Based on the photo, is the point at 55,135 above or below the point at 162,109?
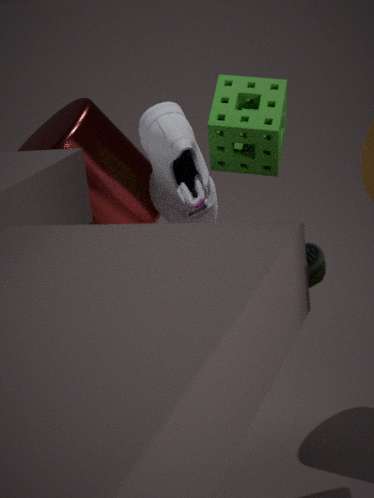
below
